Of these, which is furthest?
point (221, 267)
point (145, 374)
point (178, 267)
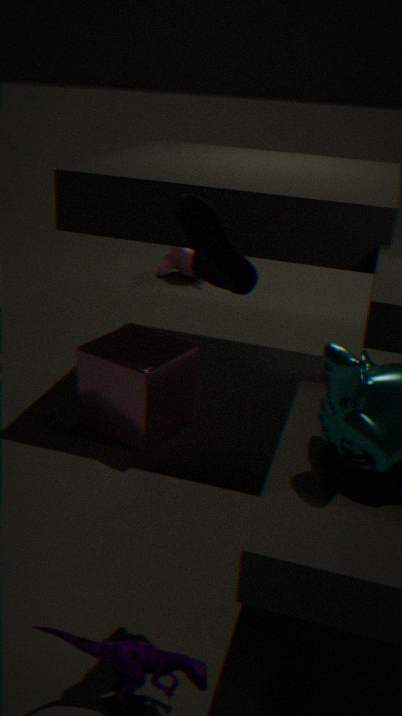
point (178, 267)
